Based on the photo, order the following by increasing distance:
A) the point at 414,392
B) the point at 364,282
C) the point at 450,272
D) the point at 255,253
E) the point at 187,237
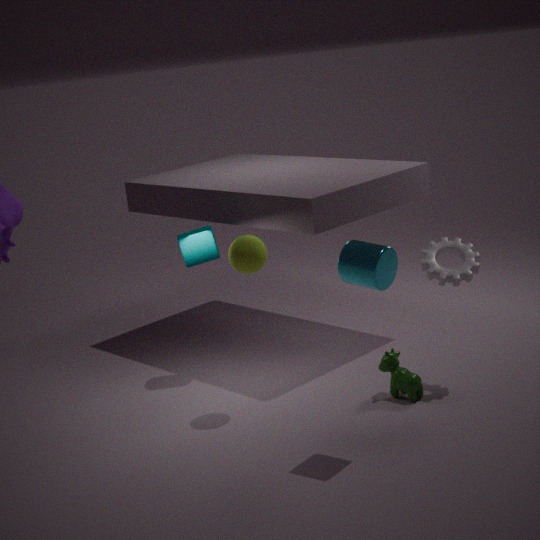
the point at 364,282
the point at 255,253
the point at 450,272
the point at 414,392
the point at 187,237
